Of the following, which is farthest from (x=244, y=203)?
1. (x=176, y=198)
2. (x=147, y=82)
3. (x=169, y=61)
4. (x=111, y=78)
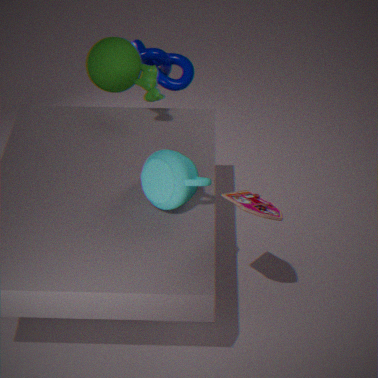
(x=169, y=61)
